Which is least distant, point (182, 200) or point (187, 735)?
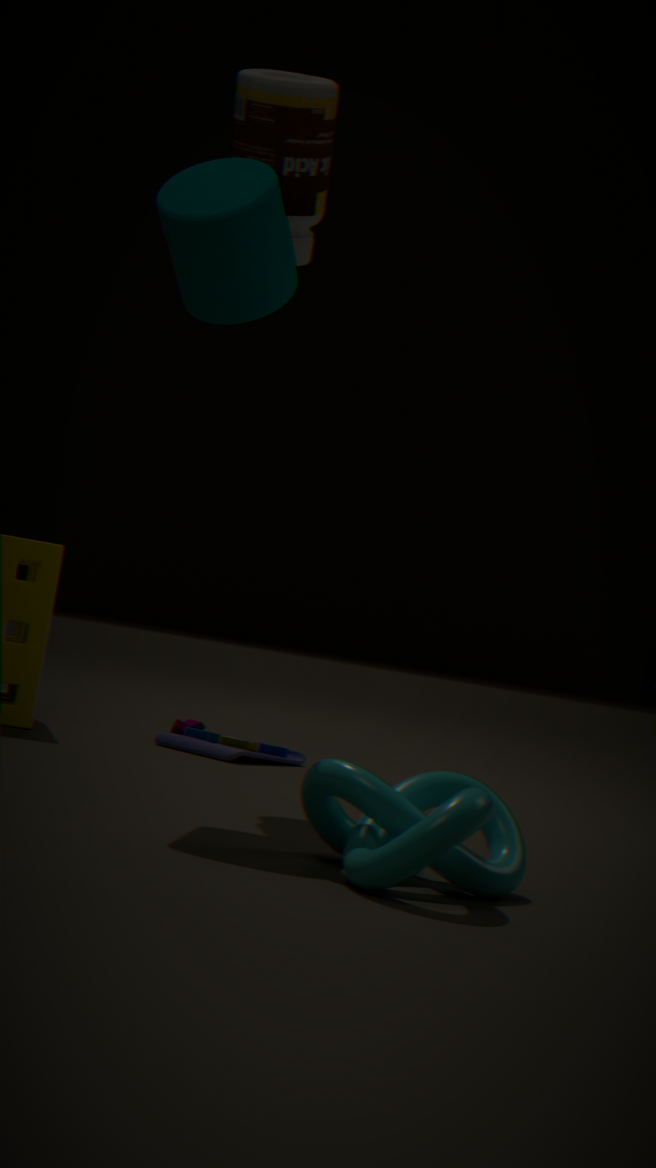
point (182, 200)
